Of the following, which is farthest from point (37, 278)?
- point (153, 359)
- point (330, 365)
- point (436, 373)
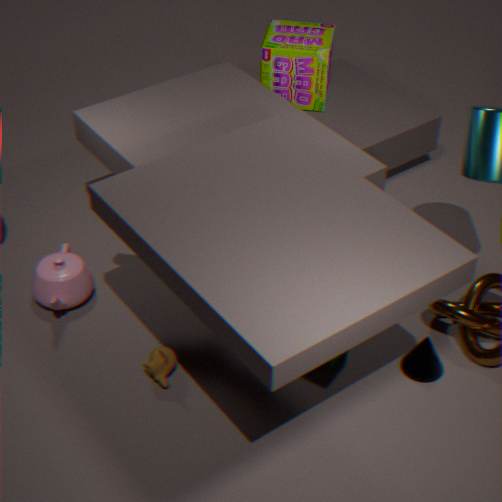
point (436, 373)
